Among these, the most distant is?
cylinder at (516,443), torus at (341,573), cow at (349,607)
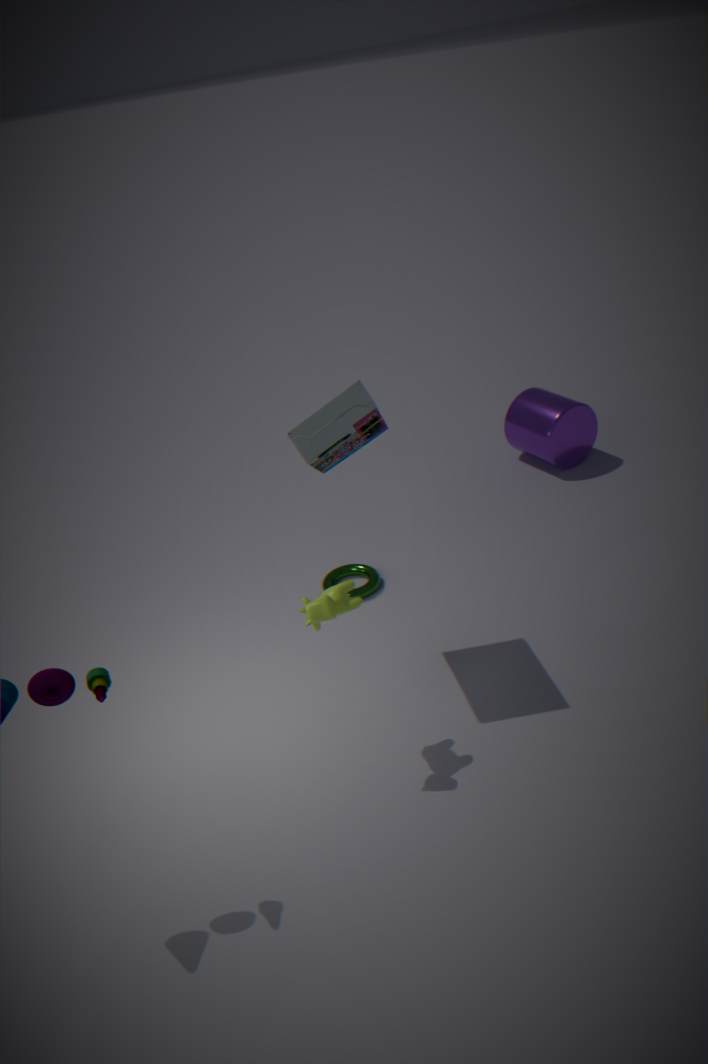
cylinder at (516,443)
